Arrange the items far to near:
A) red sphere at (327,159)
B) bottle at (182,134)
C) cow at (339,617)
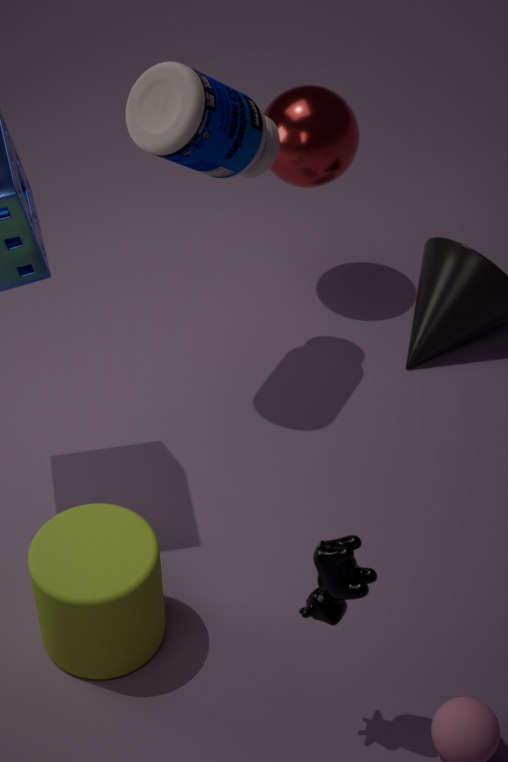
1. red sphere at (327,159)
2. bottle at (182,134)
3. cow at (339,617)
